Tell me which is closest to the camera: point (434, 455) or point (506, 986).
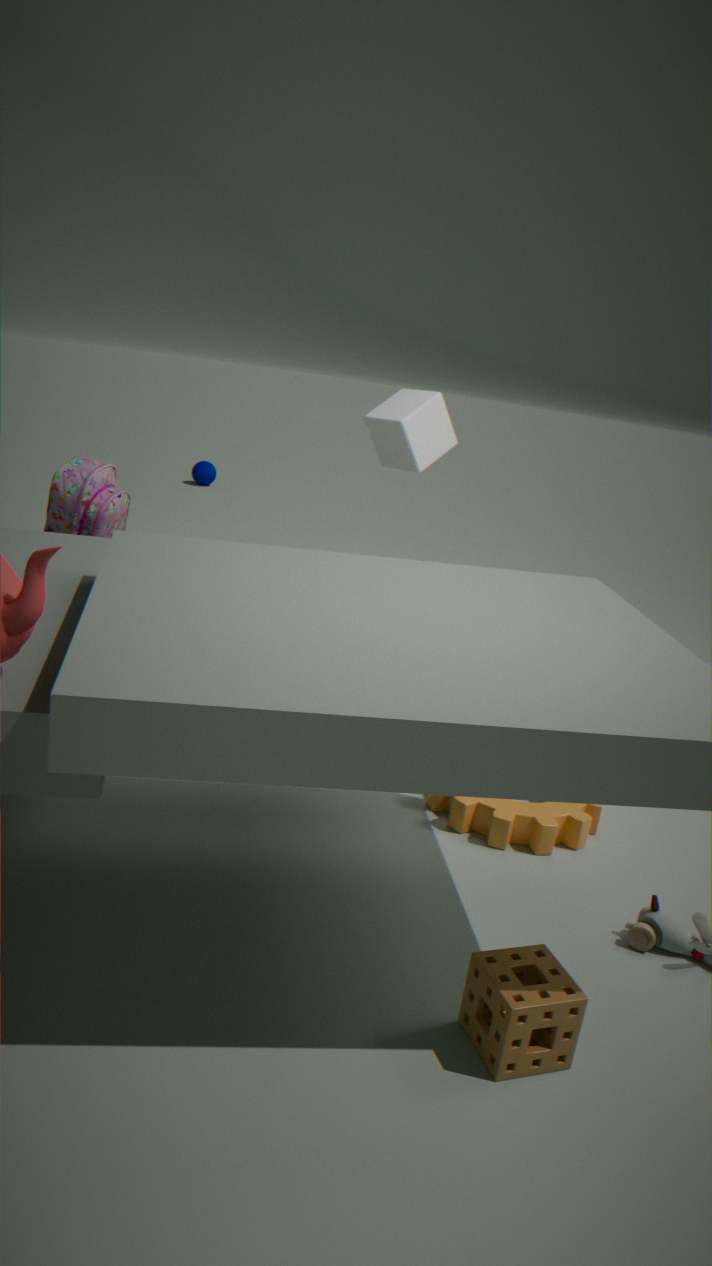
point (506, 986)
